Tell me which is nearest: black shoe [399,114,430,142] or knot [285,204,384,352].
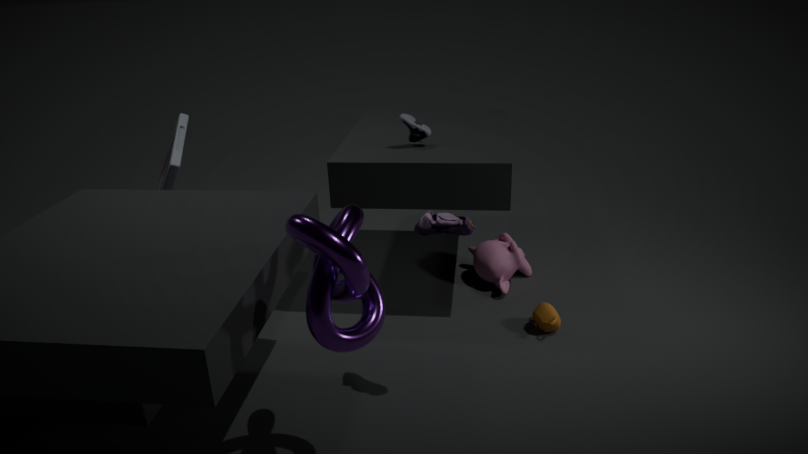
knot [285,204,384,352]
